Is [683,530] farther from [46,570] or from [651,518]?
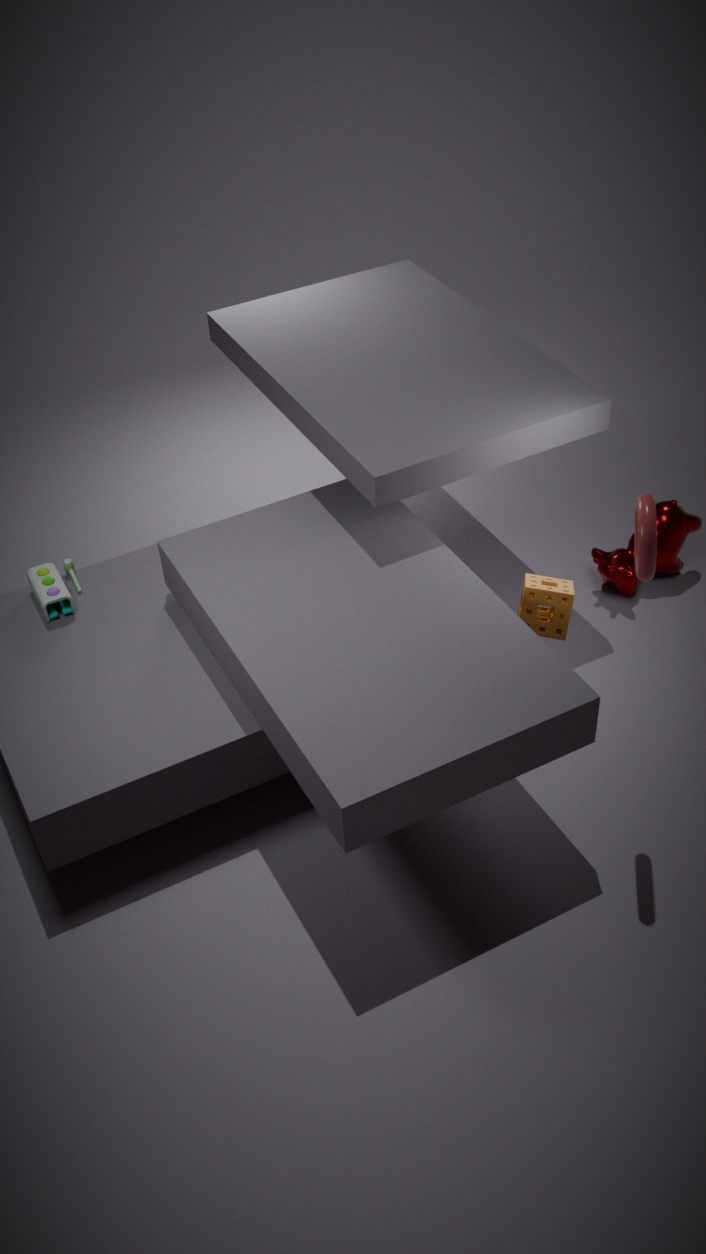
[46,570]
